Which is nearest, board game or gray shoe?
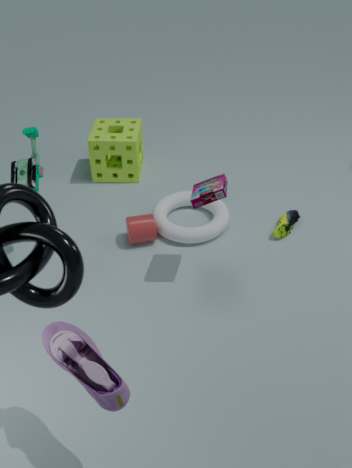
gray shoe
